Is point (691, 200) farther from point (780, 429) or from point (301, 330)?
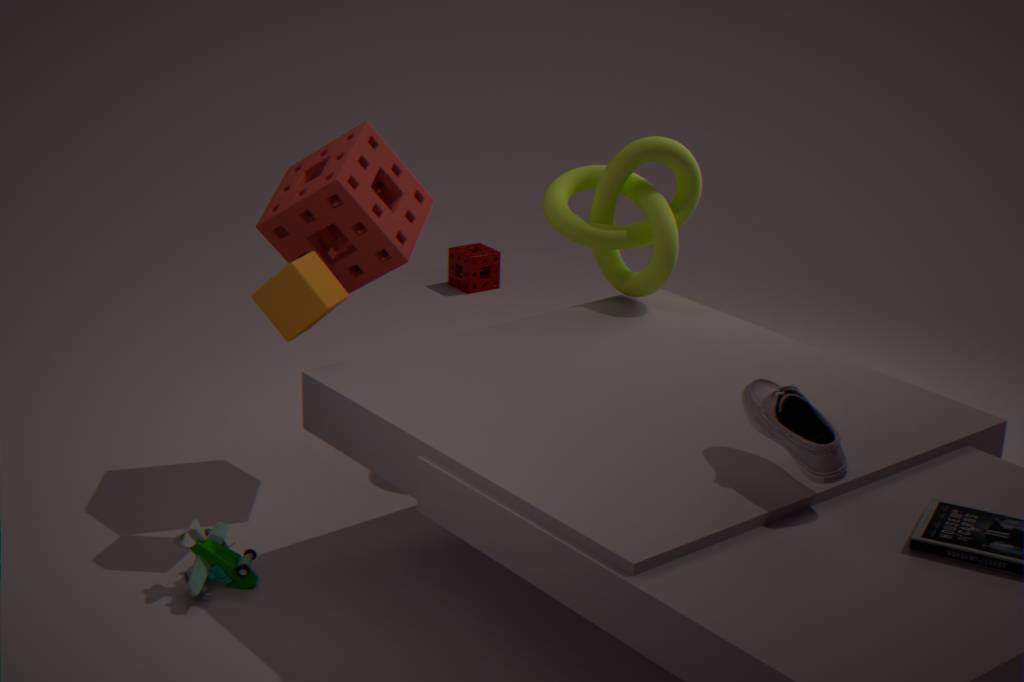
point (780, 429)
